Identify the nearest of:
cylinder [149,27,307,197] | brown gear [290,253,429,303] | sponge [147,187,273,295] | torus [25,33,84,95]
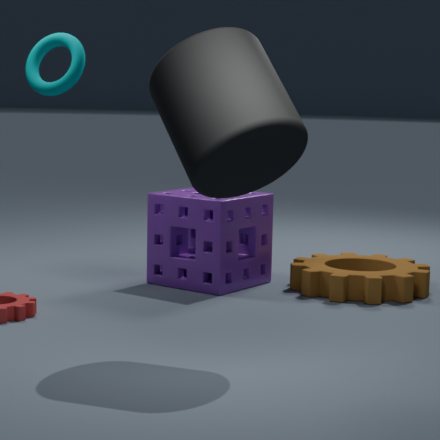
cylinder [149,27,307,197]
